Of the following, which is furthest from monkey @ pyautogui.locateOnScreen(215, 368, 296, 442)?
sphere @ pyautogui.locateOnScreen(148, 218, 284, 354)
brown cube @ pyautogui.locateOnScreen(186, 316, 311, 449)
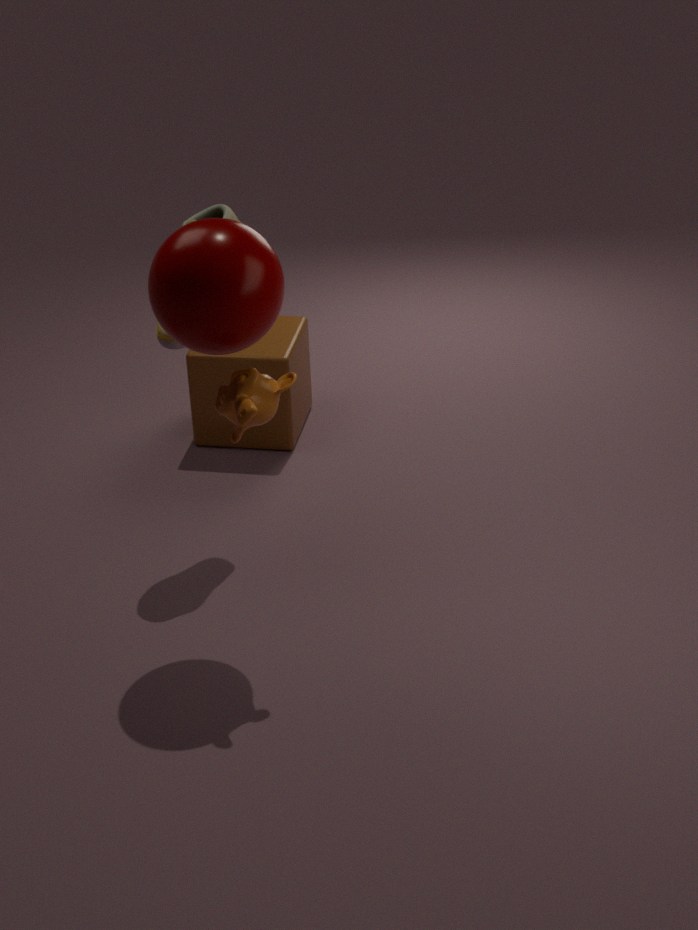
brown cube @ pyautogui.locateOnScreen(186, 316, 311, 449)
